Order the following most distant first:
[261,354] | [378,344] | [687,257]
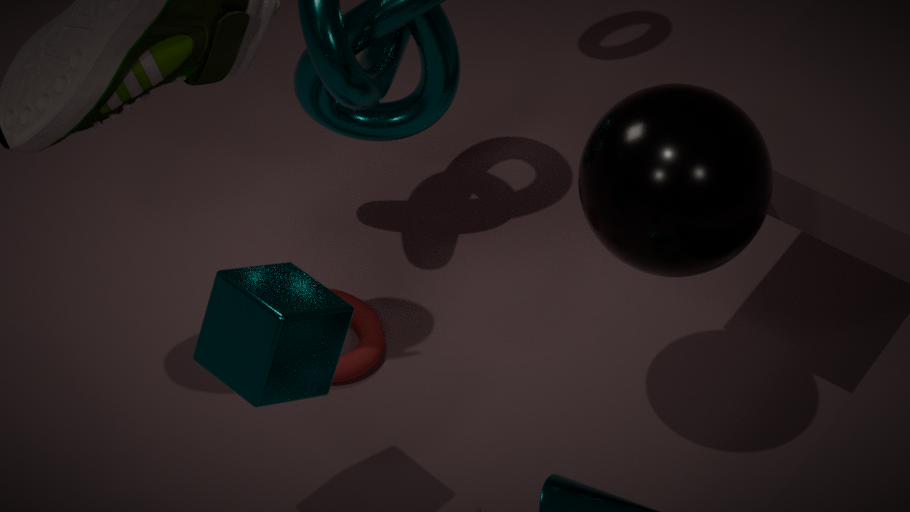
[378,344] < [687,257] < [261,354]
